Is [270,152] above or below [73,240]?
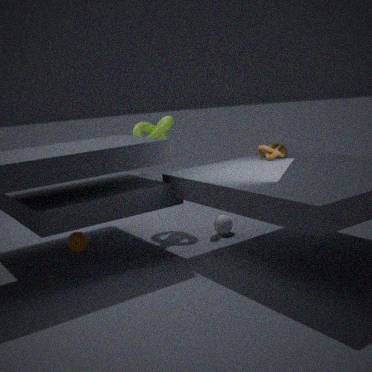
above
